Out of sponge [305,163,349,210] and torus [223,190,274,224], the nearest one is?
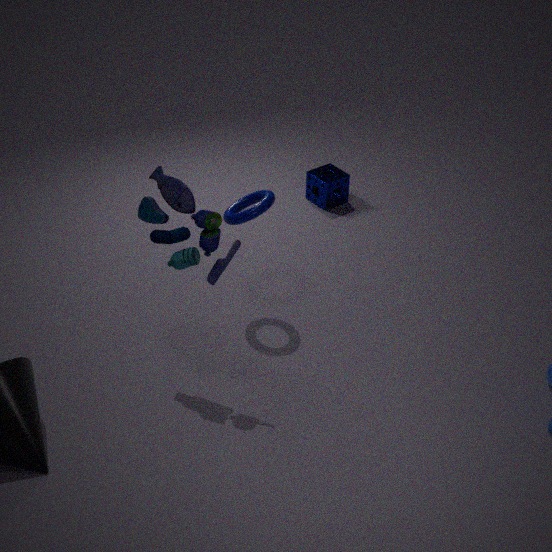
torus [223,190,274,224]
